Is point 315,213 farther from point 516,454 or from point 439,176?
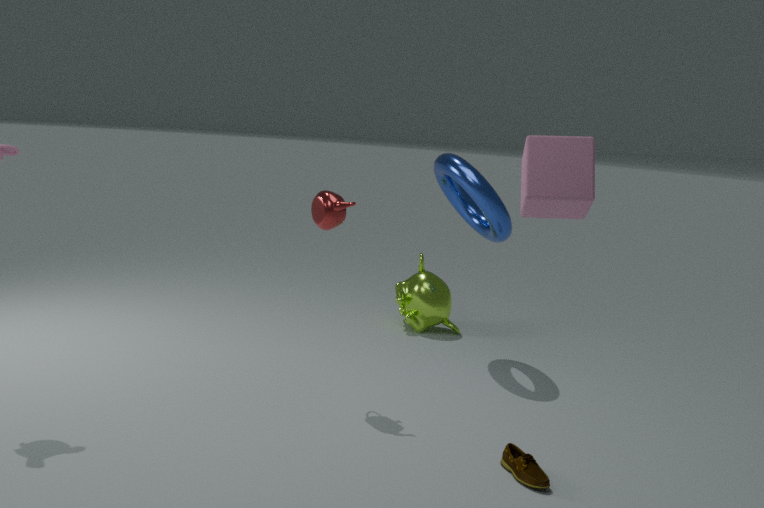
point 516,454
